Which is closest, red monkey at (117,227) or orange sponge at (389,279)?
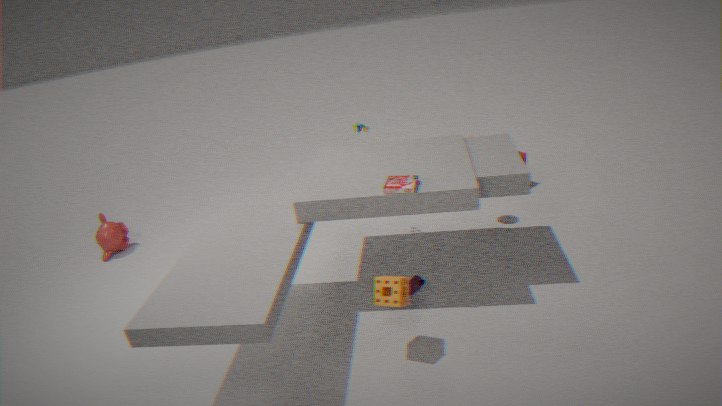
orange sponge at (389,279)
